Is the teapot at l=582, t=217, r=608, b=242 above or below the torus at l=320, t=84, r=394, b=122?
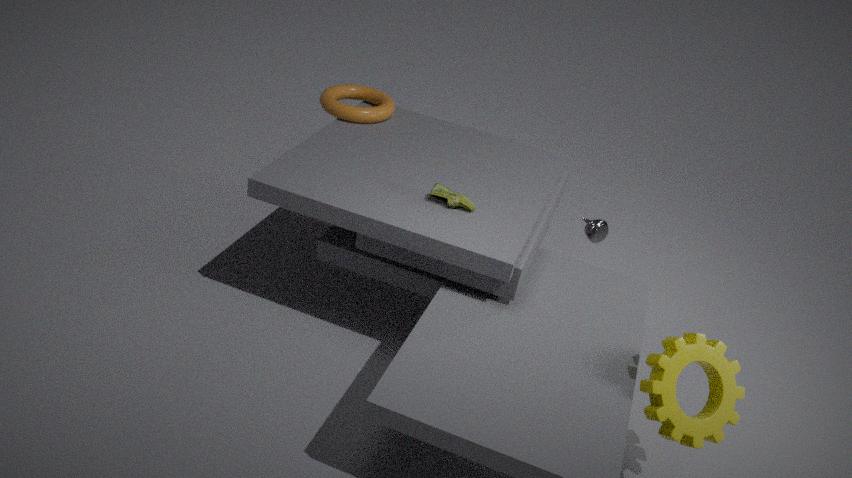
below
